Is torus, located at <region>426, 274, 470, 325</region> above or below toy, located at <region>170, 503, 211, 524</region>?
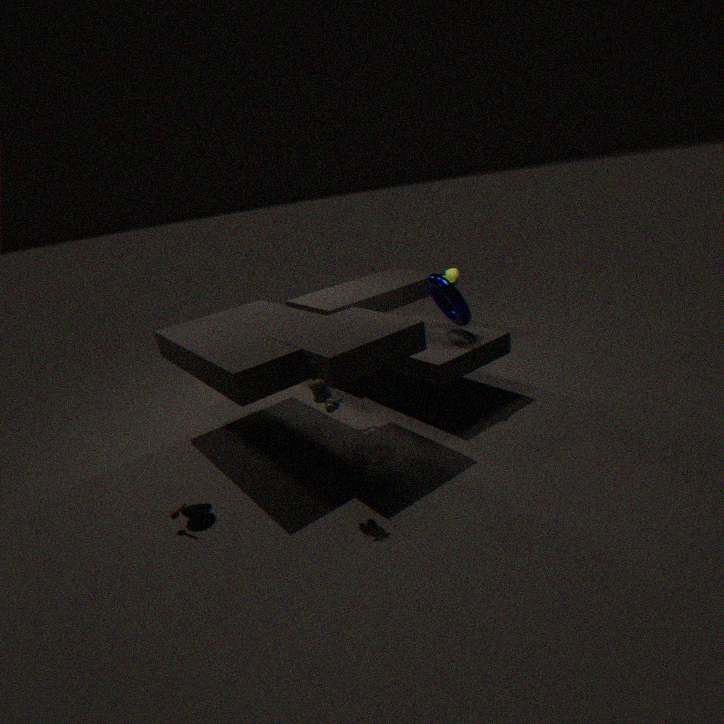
above
